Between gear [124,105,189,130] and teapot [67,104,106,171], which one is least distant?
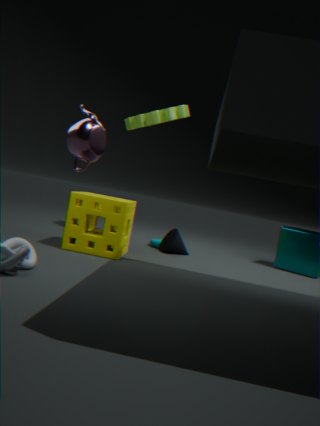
teapot [67,104,106,171]
